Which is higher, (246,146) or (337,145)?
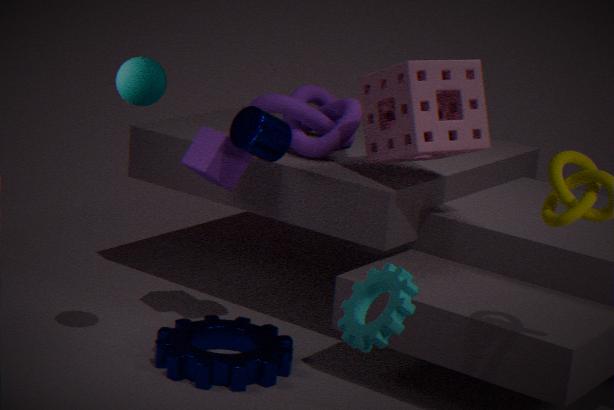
(246,146)
